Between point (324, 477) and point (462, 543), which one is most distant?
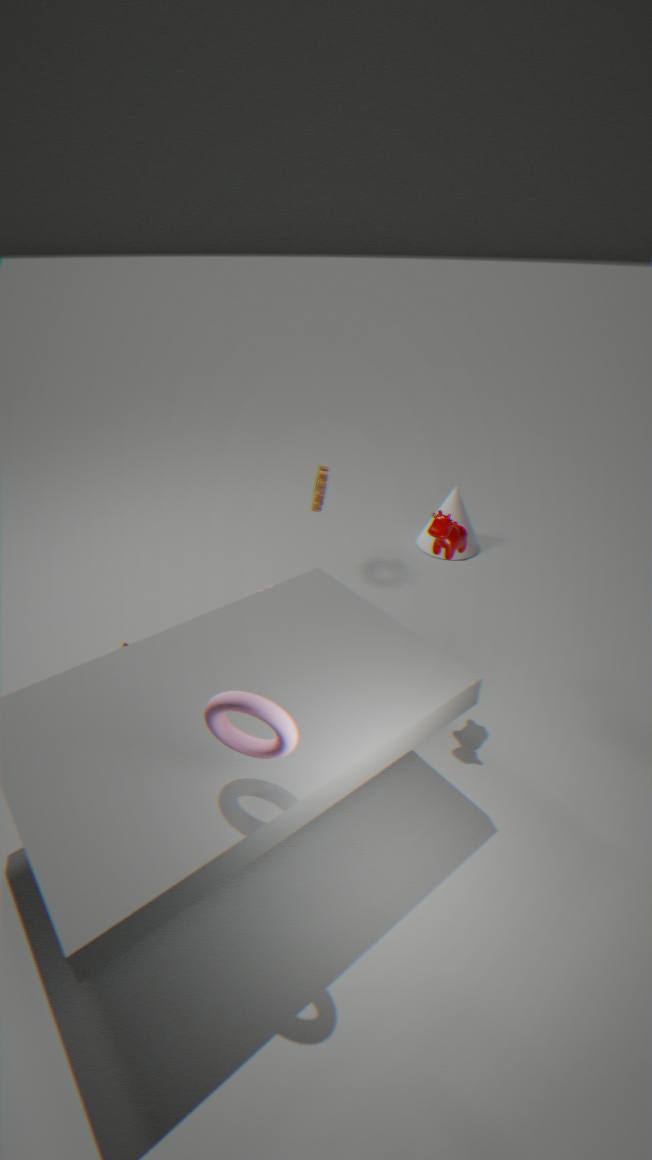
point (324, 477)
